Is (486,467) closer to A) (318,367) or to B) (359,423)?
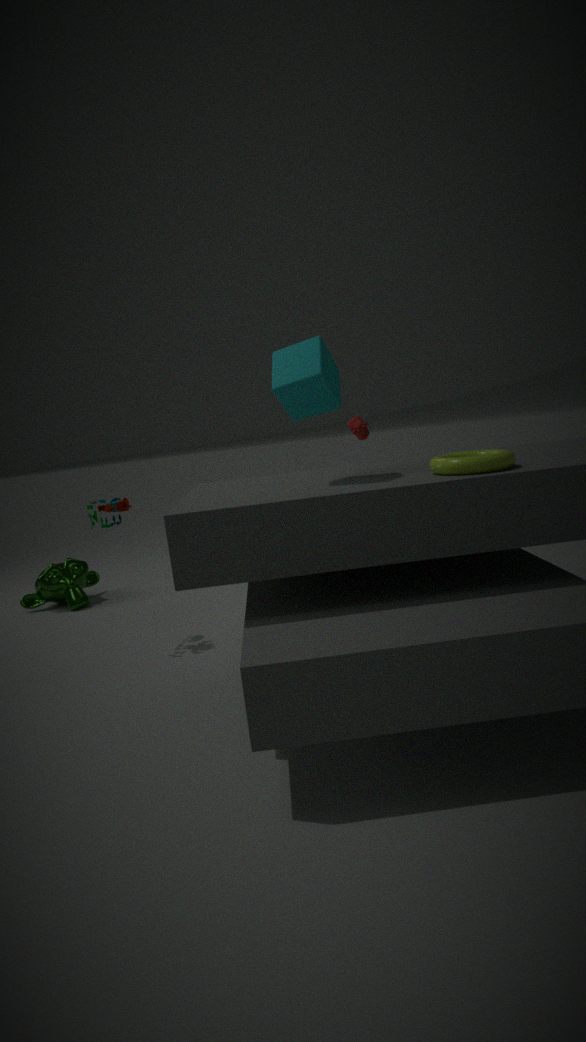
A) (318,367)
